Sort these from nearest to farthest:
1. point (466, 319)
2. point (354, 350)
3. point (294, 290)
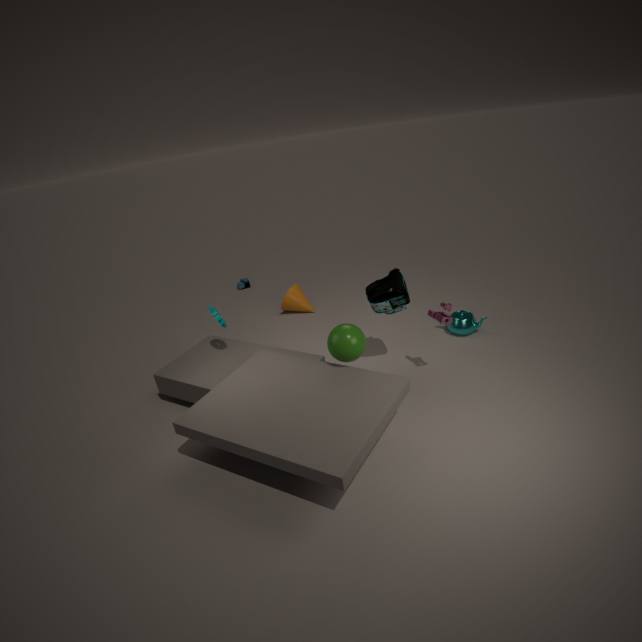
point (354, 350) → point (466, 319) → point (294, 290)
